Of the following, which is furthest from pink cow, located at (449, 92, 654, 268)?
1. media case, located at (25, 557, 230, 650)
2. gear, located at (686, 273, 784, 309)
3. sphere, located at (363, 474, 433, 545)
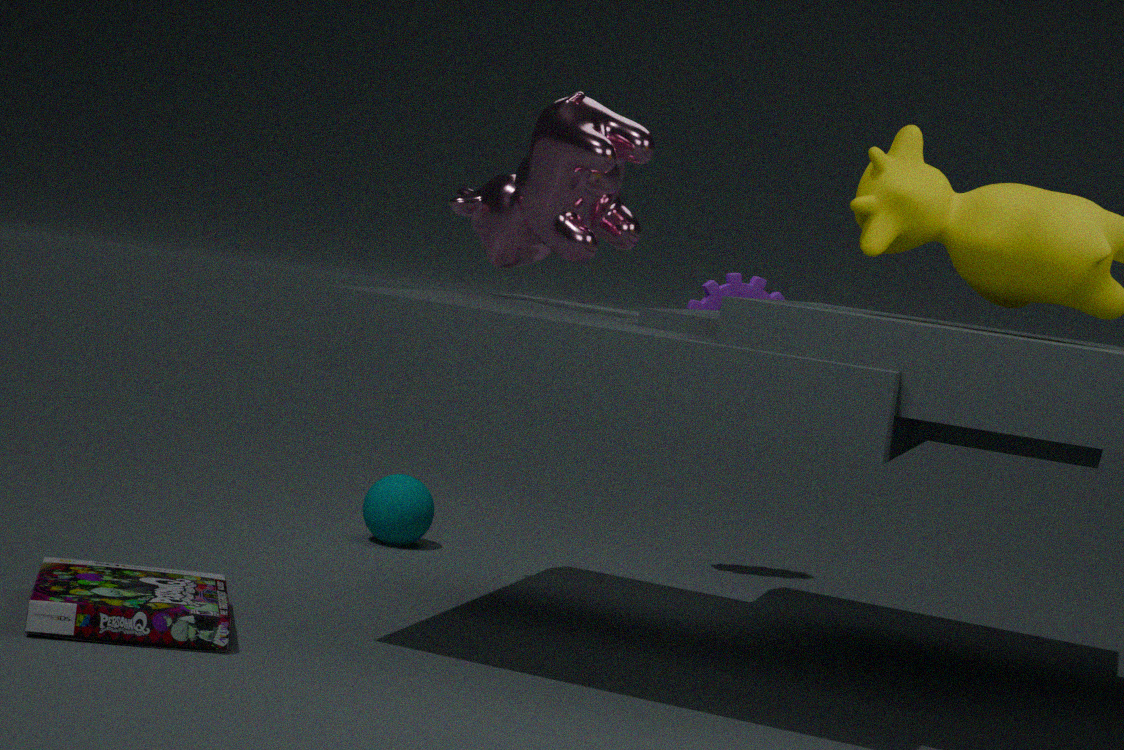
media case, located at (25, 557, 230, 650)
